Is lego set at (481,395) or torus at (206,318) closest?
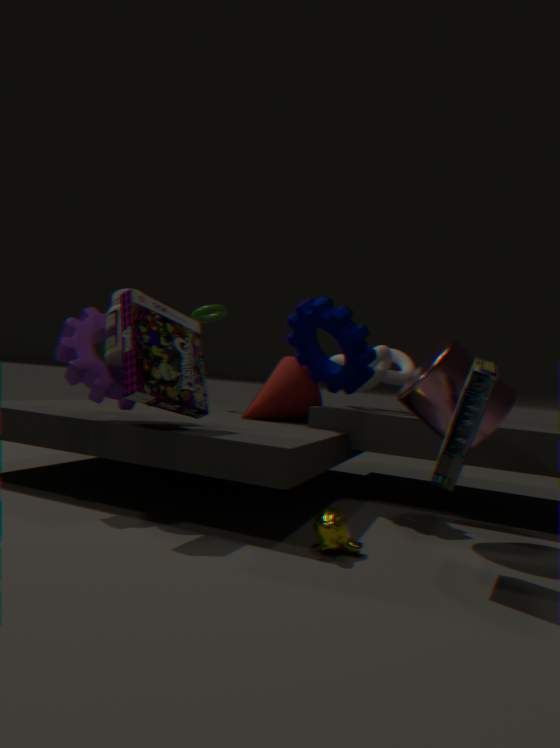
lego set at (481,395)
